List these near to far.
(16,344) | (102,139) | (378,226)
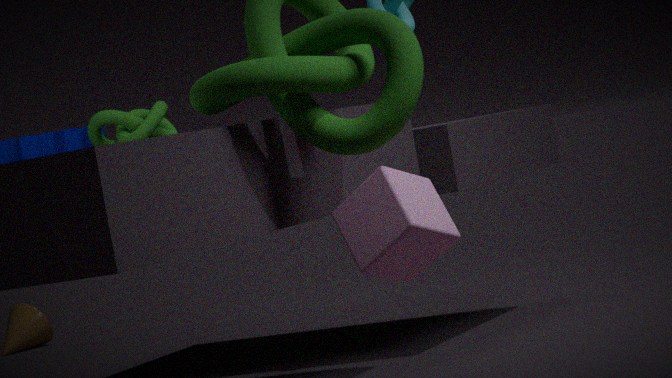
1. (378,226)
2. (102,139)
3. (16,344)
